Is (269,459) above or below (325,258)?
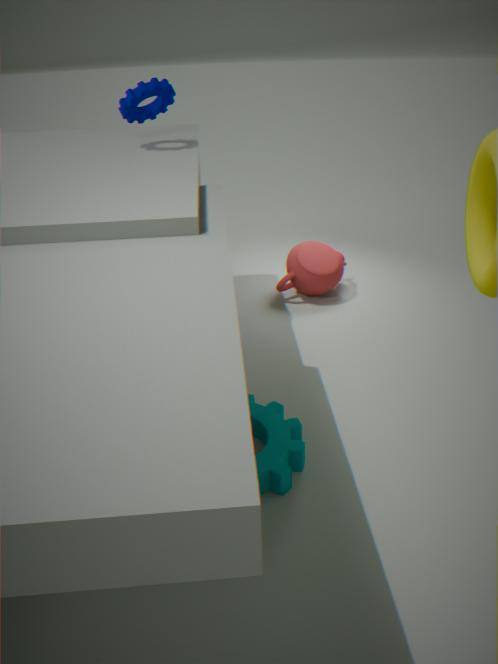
below
